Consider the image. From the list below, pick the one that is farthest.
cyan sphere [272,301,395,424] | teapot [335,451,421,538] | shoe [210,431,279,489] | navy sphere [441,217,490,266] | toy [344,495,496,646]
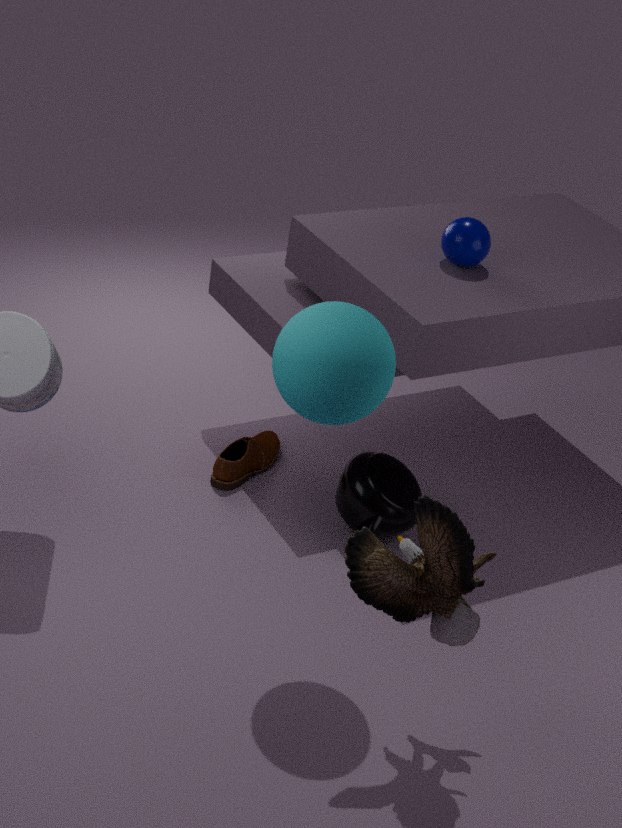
shoe [210,431,279,489]
